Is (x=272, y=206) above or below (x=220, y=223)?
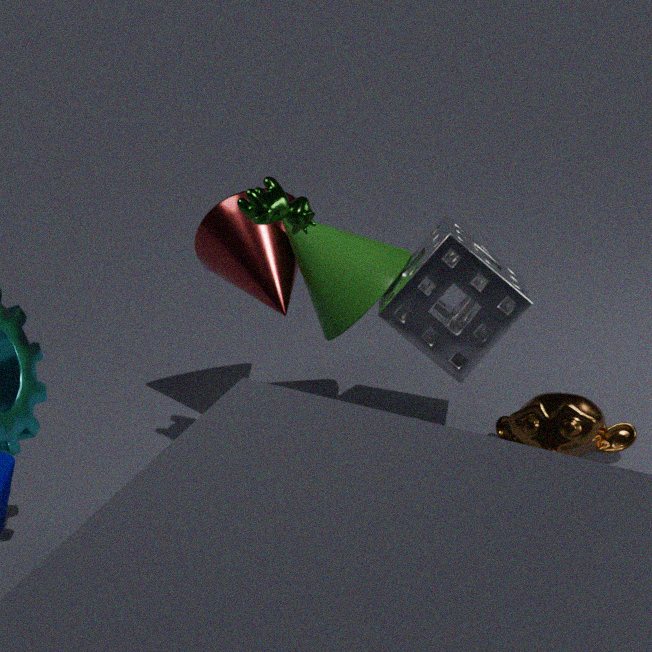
above
